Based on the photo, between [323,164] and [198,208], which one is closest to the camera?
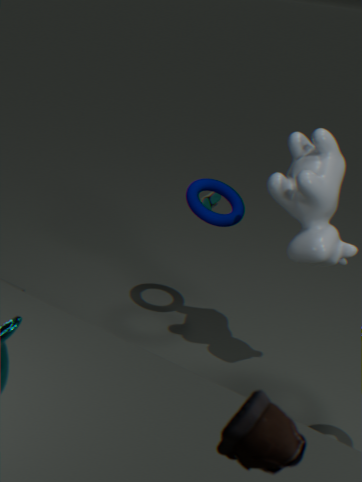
[323,164]
